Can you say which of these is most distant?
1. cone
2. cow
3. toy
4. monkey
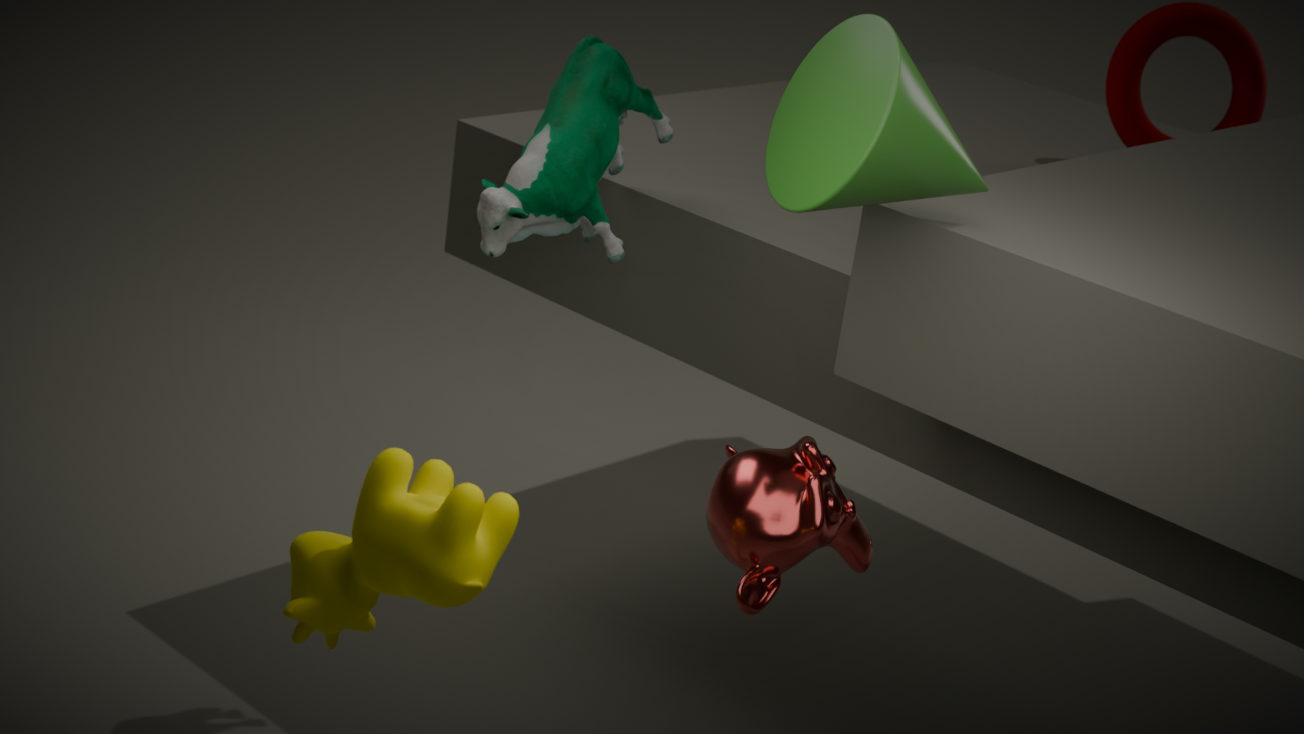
toy
